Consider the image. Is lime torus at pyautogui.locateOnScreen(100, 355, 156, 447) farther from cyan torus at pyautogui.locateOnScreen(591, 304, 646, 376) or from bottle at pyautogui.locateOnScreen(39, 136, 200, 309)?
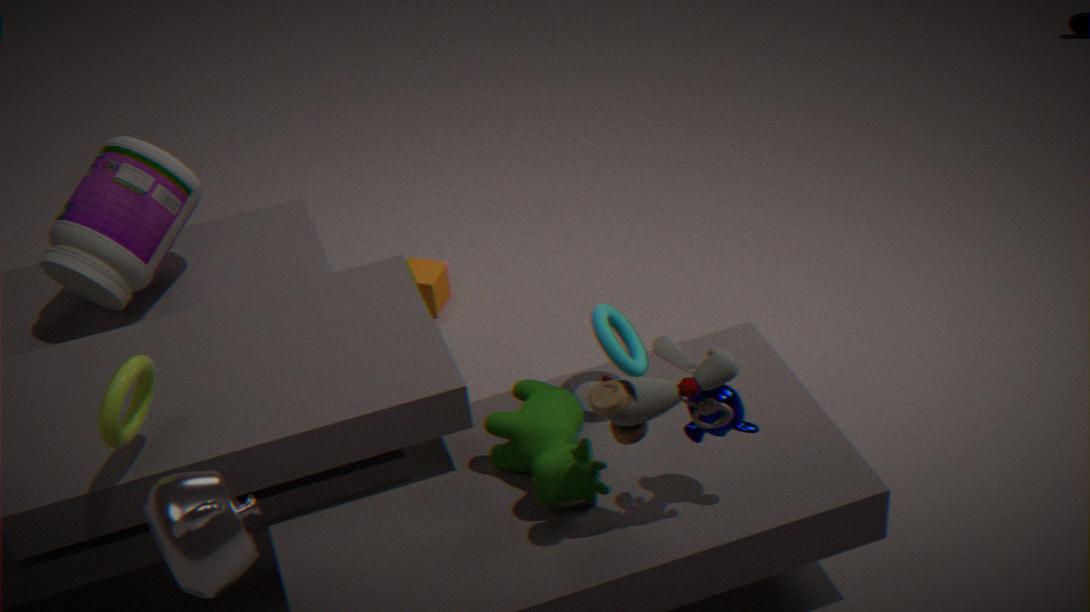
cyan torus at pyautogui.locateOnScreen(591, 304, 646, 376)
